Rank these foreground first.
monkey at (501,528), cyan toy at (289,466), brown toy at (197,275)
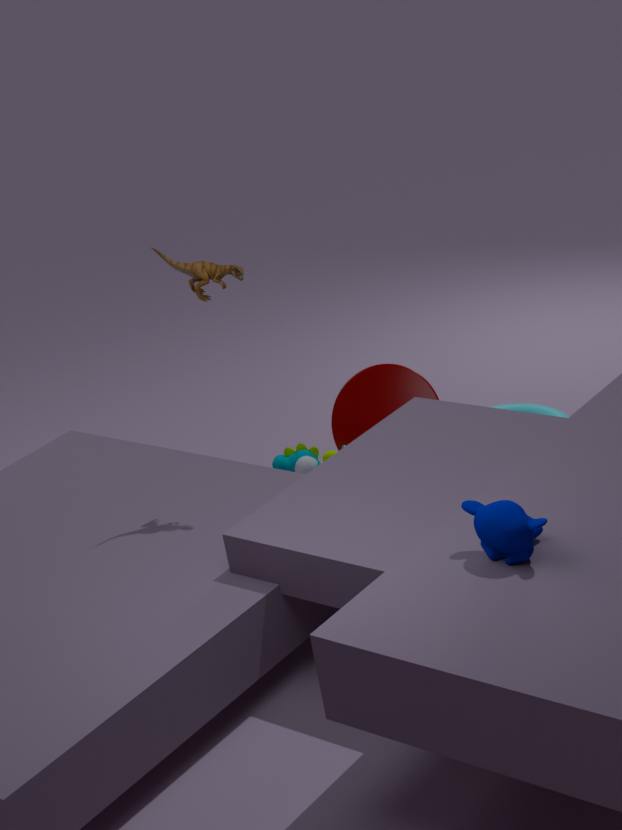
monkey at (501,528), brown toy at (197,275), cyan toy at (289,466)
